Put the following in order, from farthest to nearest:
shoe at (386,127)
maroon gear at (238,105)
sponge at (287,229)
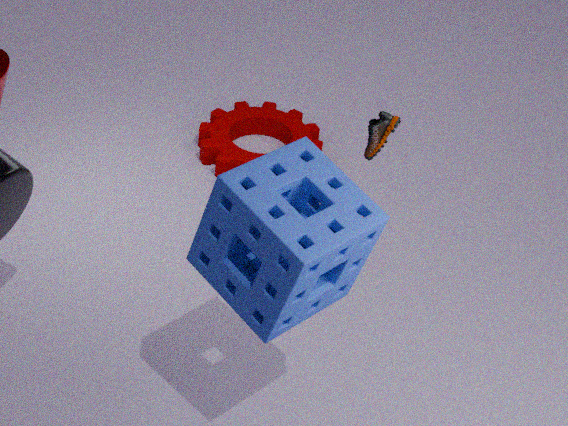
maroon gear at (238,105), shoe at (386,127), sponge at (287,229)
